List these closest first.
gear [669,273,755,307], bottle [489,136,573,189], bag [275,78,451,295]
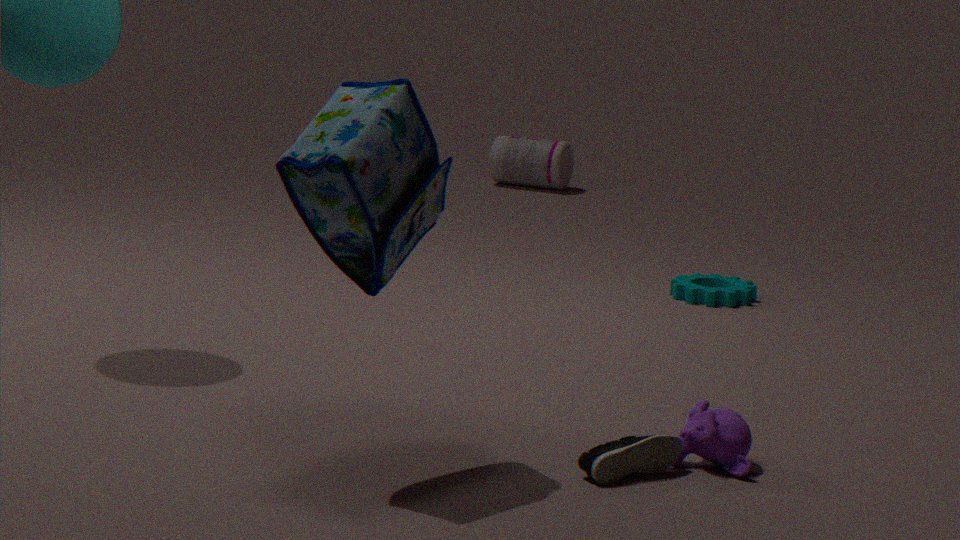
bag [275,78,451,295], gear [669,273,755,307], bottle [489,136,573,189]
